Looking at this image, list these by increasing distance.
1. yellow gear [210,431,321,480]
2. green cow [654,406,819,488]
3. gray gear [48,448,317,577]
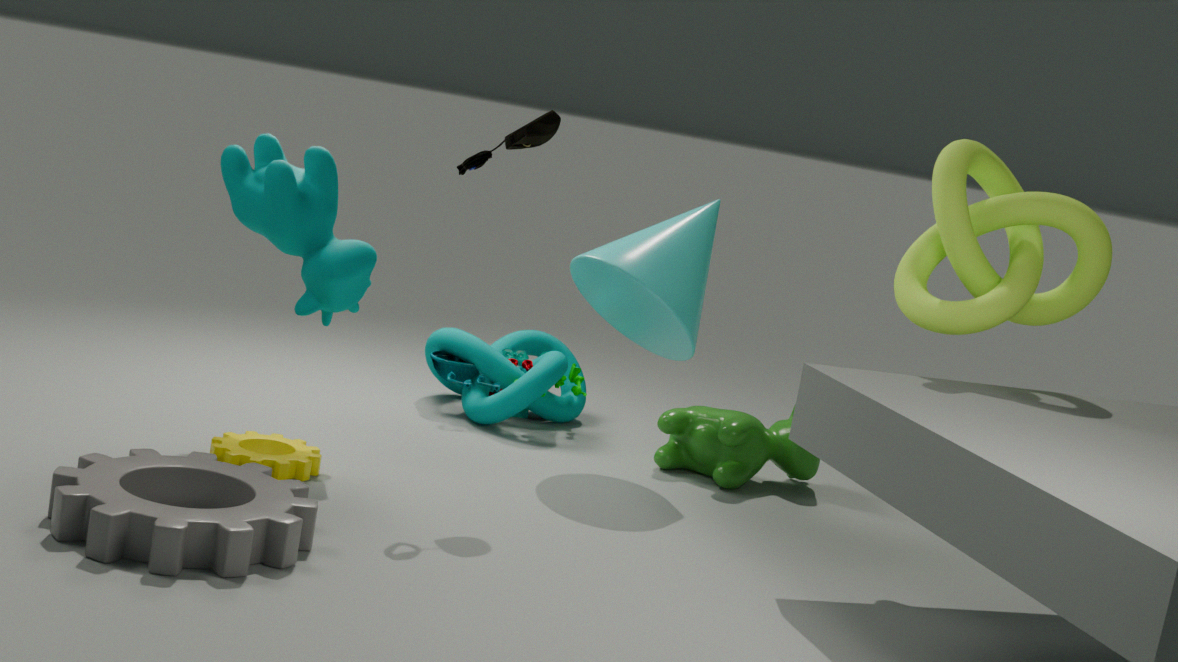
gray gear [48,448,317,577], yellow gear [210,431,321,480], green cow [654,406,819,488]
